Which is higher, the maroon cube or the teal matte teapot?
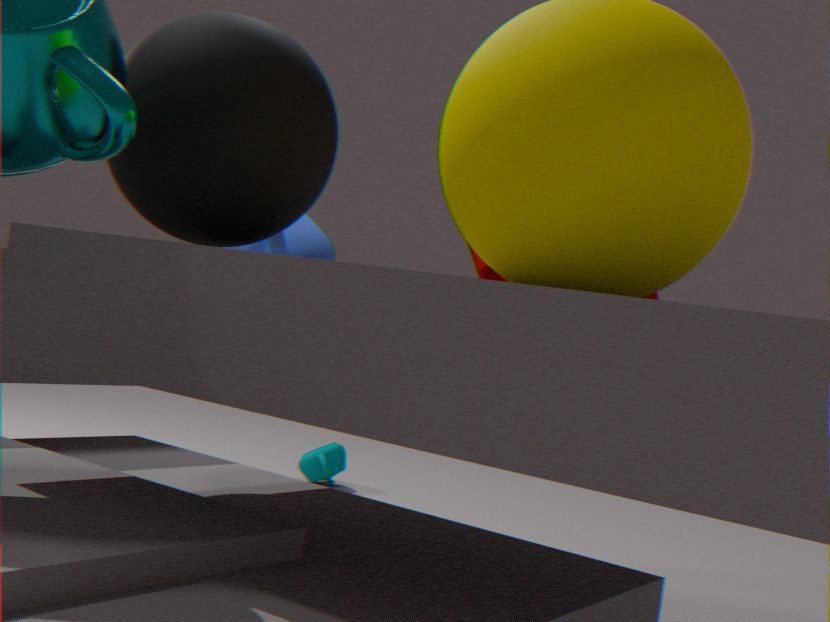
the maroon cube
